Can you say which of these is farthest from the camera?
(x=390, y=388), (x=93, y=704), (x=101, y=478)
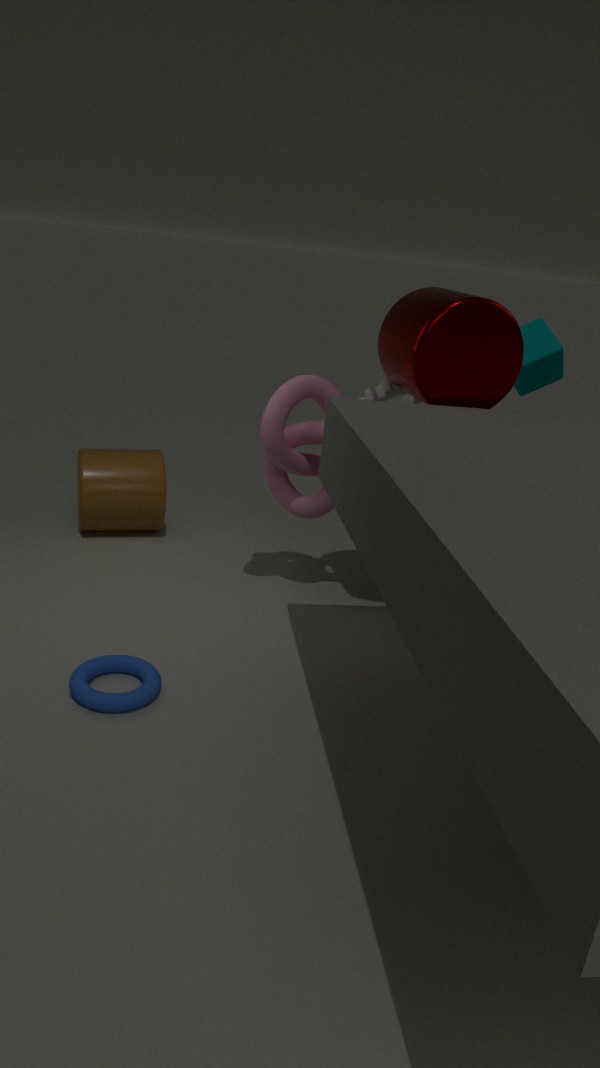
(x=101, y=478)
